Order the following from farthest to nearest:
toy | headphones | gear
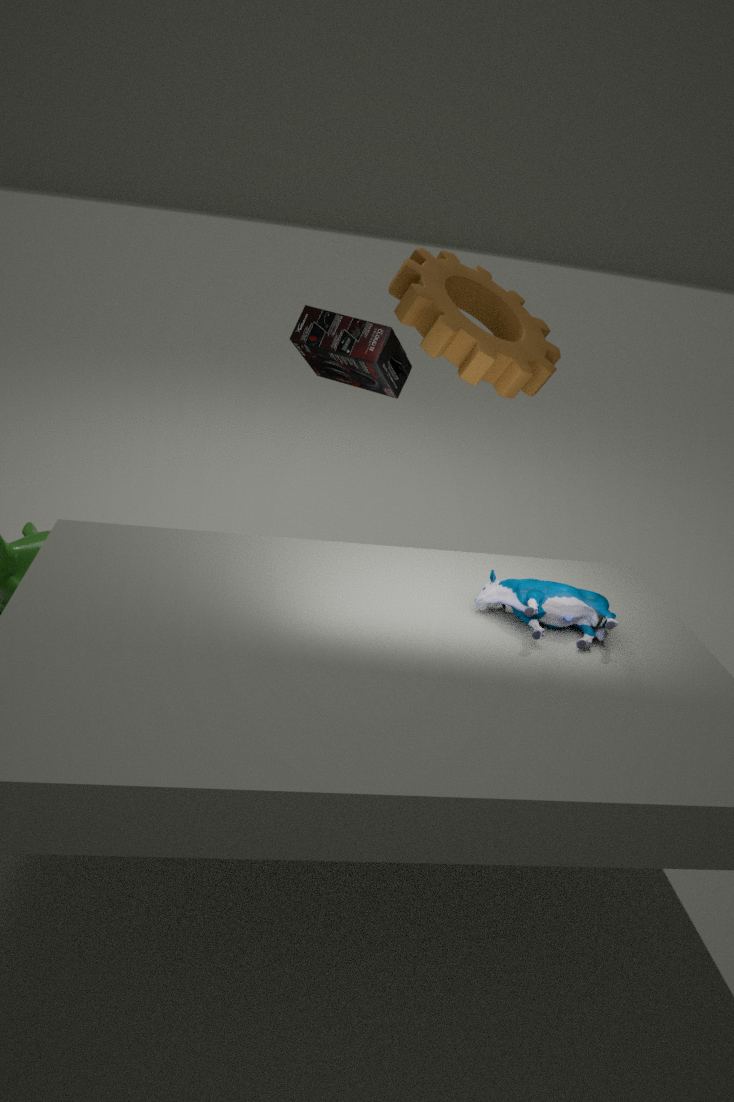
1. headphones
2. gear
3. toy
